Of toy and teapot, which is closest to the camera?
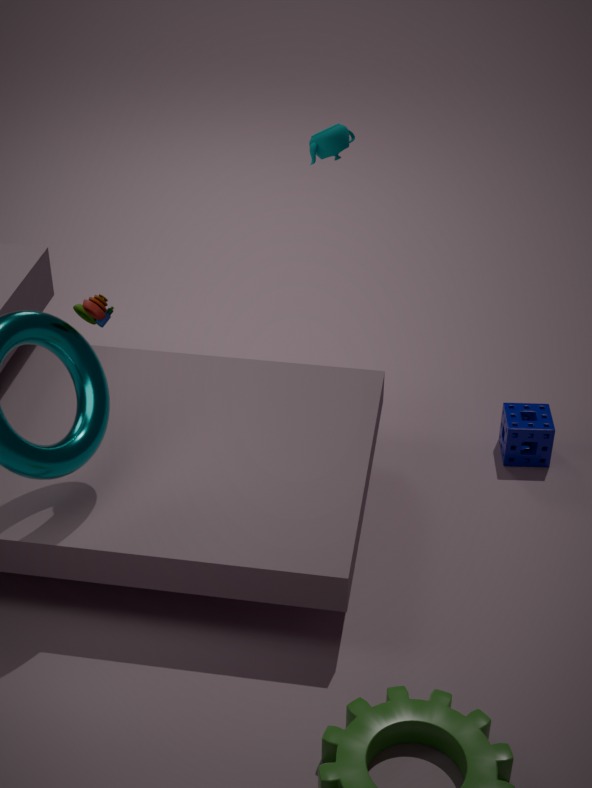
toy
